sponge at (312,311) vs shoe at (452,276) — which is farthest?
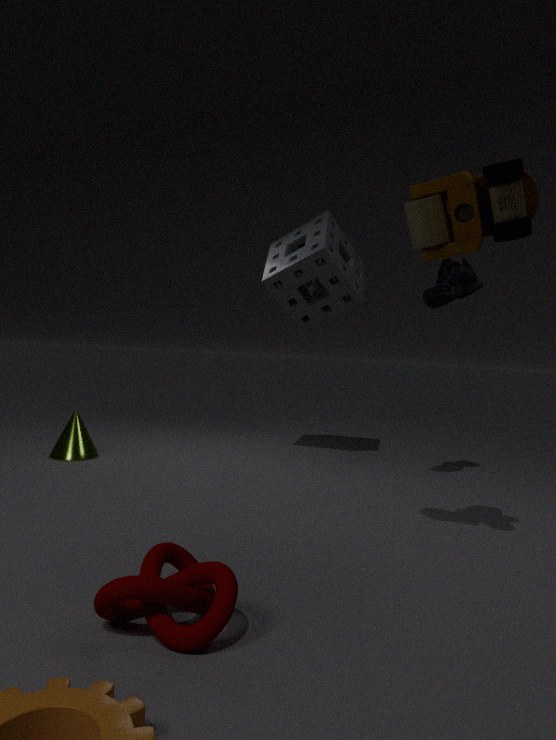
sponge at (312,311)
